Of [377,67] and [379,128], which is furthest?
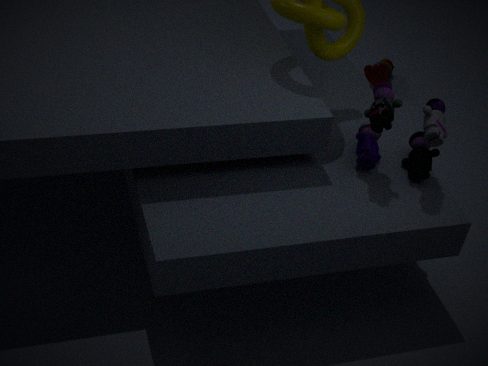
[377,67]
